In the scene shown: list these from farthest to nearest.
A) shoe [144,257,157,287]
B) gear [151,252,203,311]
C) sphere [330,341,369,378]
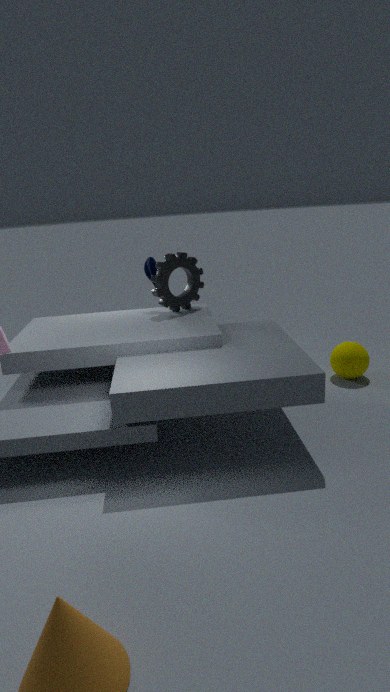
shoe [144,257,157,287], sphere [330,341,369,378], gear [151,252,203,311]
